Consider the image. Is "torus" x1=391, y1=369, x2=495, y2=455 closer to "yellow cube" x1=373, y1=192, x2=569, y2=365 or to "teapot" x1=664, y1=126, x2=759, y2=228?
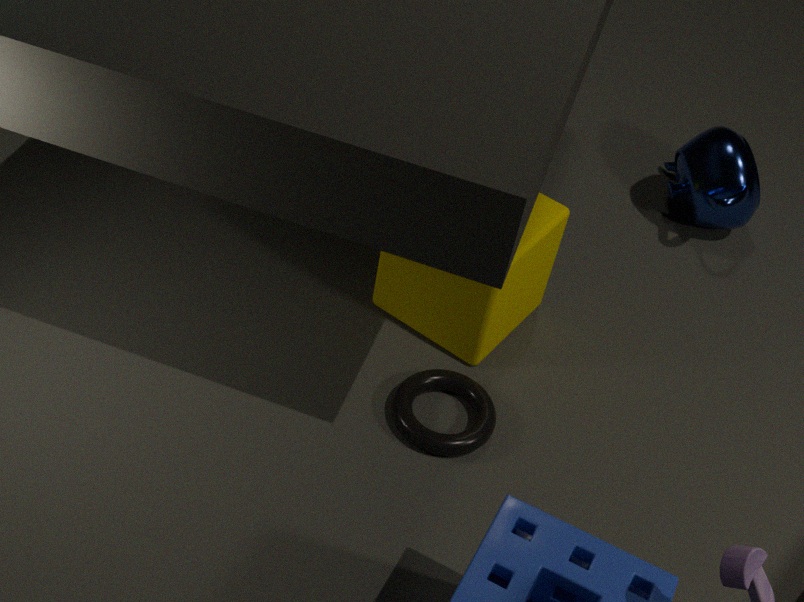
"yellow cube" x1=373, y1=192, x2=569, y2=365
